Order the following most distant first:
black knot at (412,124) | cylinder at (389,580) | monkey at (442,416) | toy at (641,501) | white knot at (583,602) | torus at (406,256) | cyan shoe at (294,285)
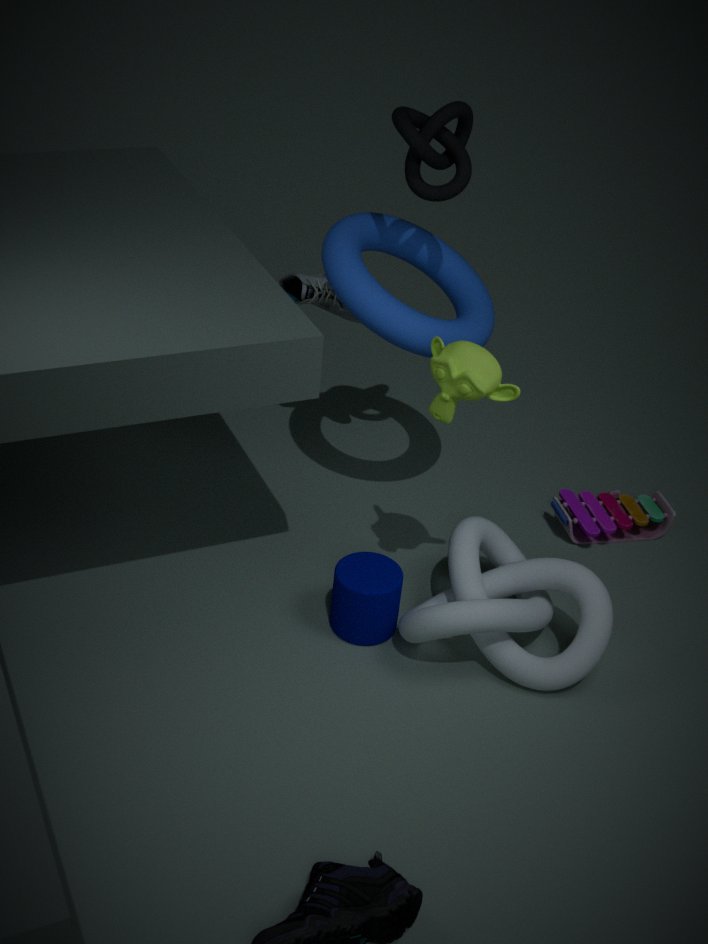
cyan shoe at (294,285) < toy at (641,501) < torus at (406,256) < cylinder at (389,580) < black knot at (412,124) < white knot at (583,602) < monkey at (442,416)
